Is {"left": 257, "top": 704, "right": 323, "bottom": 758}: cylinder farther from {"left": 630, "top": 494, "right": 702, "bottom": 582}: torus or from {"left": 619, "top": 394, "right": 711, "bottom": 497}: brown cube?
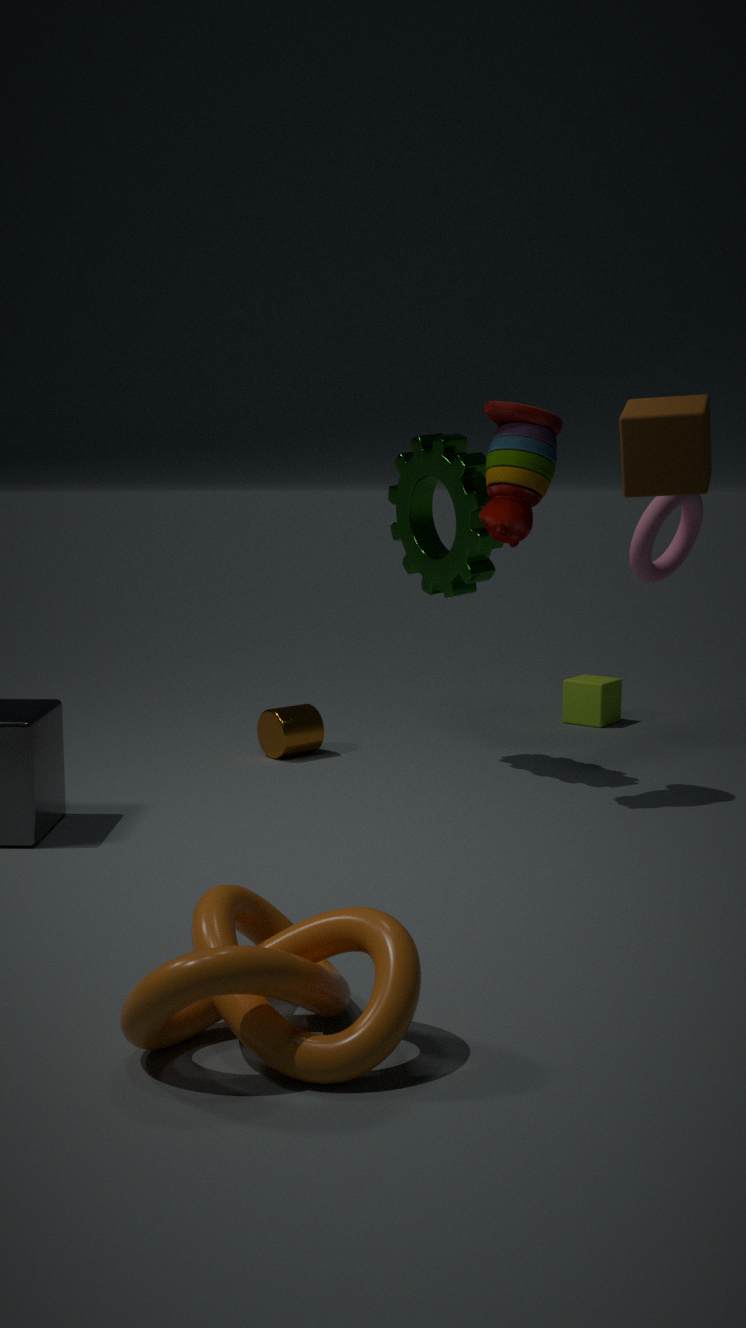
{"left": 619, "top": 394, "right": 711, "bottom": 497}: brown cube
